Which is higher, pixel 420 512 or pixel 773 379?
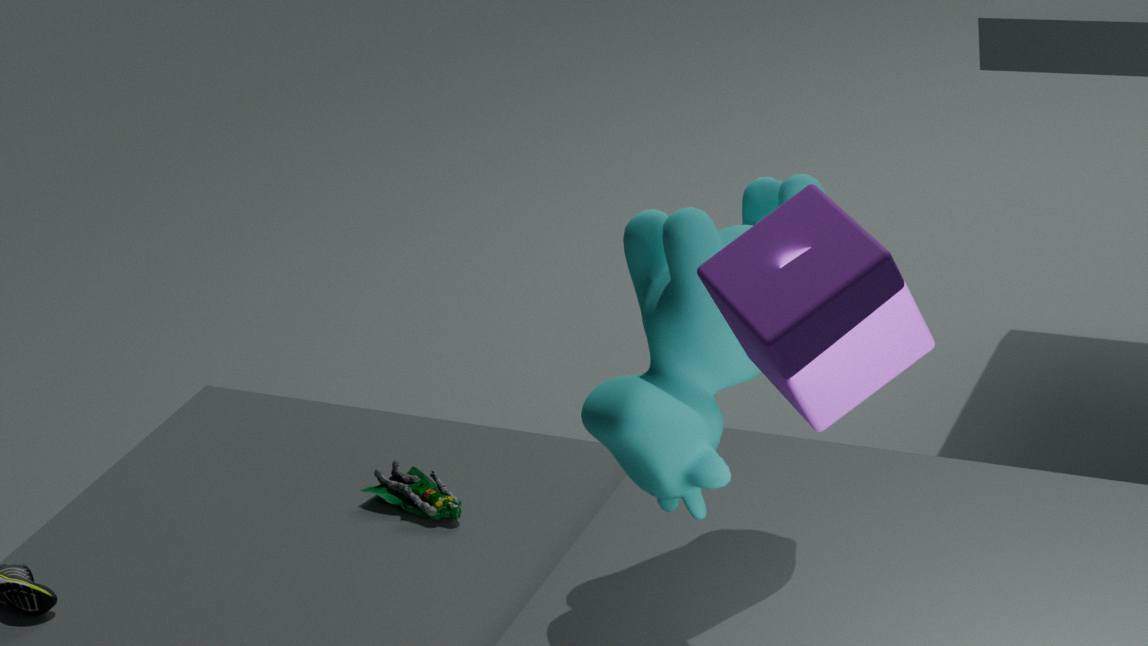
pixel 773 379
